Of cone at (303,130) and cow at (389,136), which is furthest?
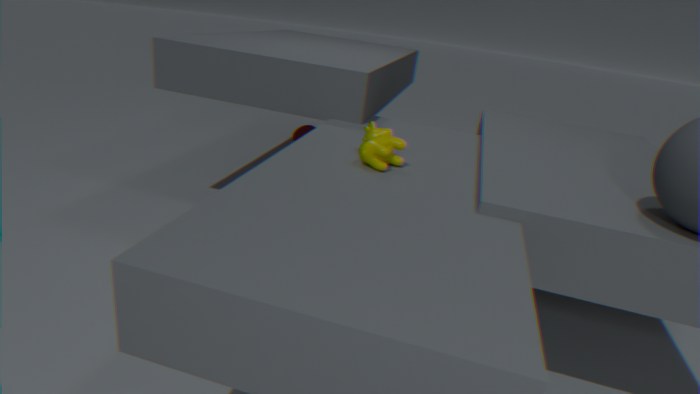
cone at (303,130)
